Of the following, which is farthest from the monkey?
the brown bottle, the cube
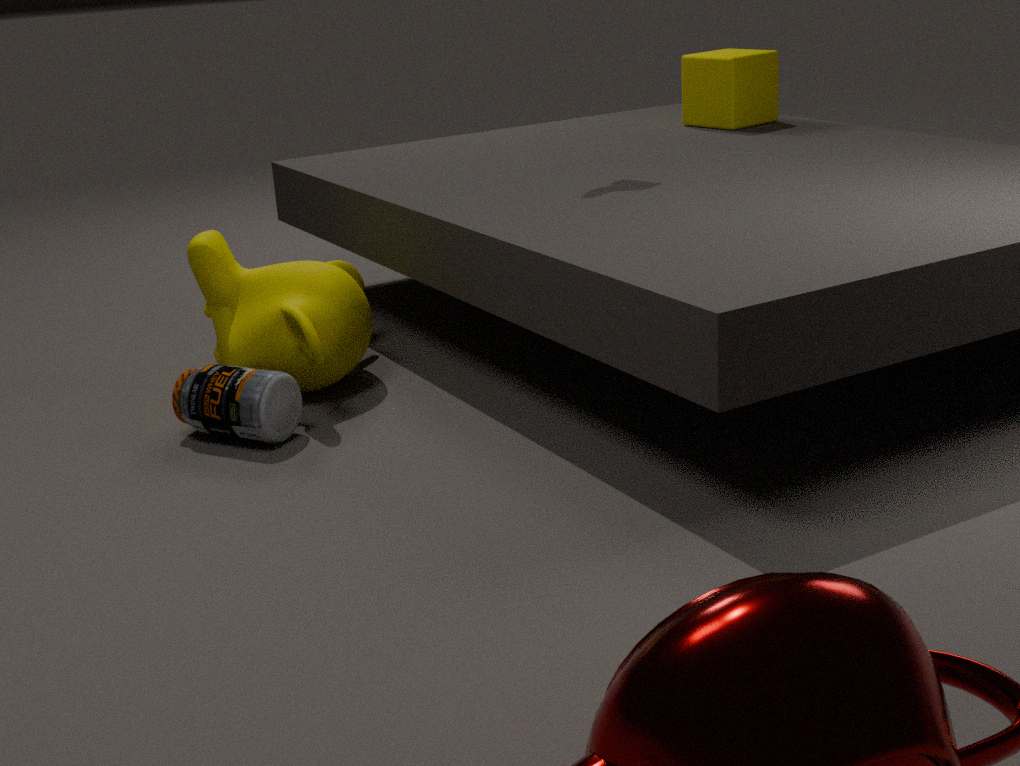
the cube
